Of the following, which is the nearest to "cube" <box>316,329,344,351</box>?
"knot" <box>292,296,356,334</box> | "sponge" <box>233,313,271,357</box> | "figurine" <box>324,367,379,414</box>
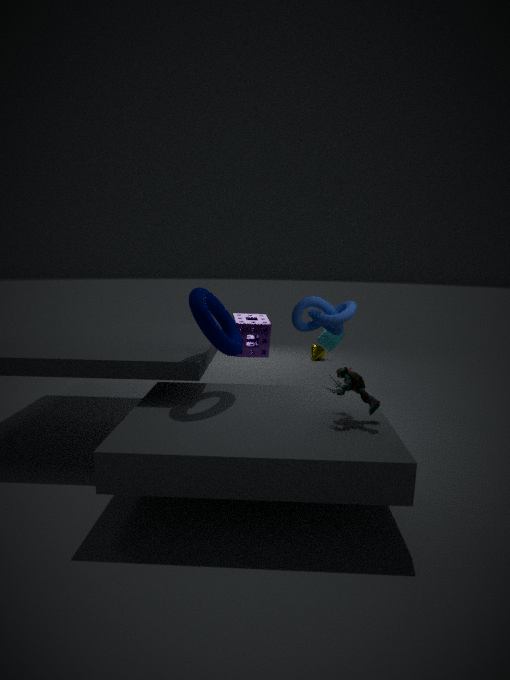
"knot" <box>292,296,356,334</box>
